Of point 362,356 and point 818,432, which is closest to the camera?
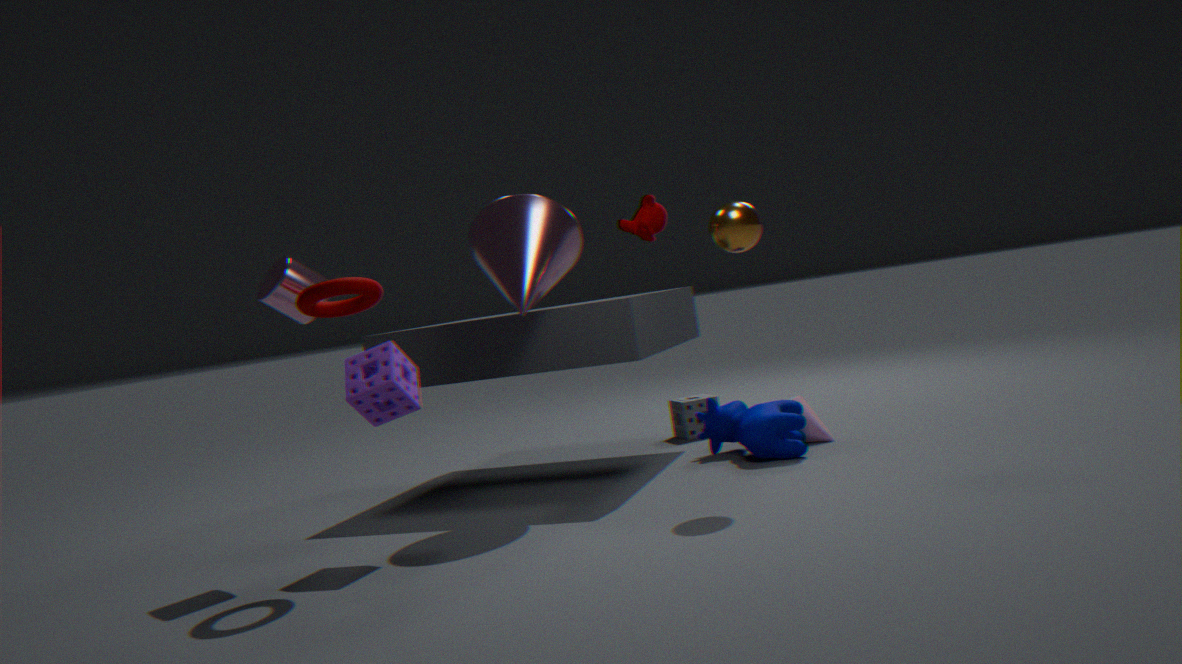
point 362,356
